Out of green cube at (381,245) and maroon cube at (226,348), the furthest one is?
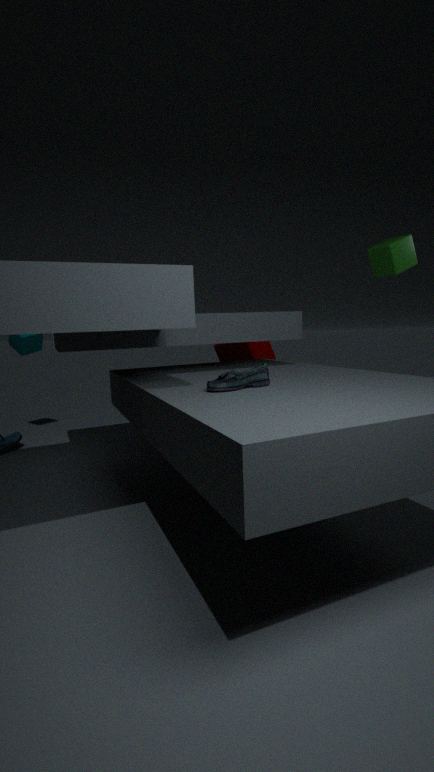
maroon cube at (226,348)
